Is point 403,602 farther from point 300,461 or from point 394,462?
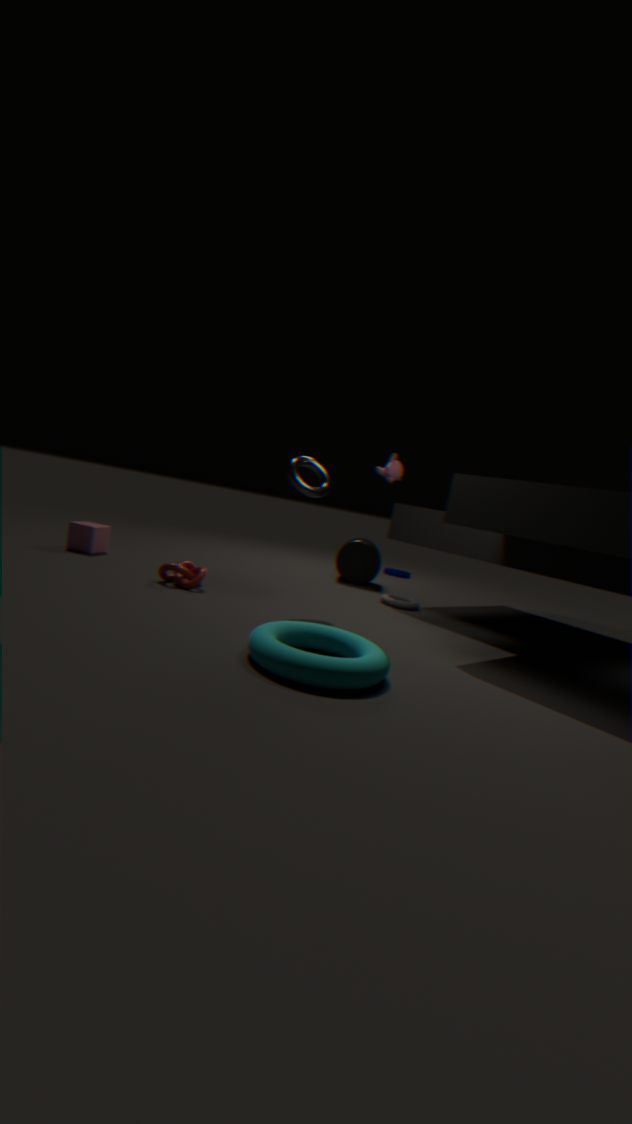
point 300,461
